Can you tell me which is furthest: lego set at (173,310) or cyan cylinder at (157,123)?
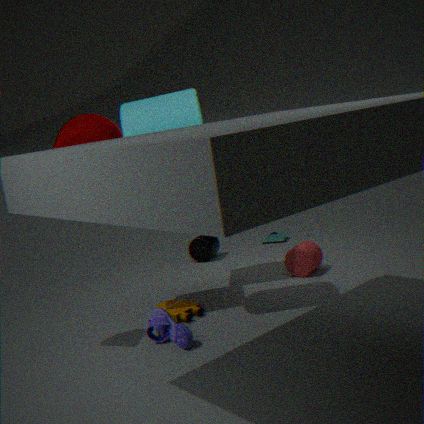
lego set at (173,310)
